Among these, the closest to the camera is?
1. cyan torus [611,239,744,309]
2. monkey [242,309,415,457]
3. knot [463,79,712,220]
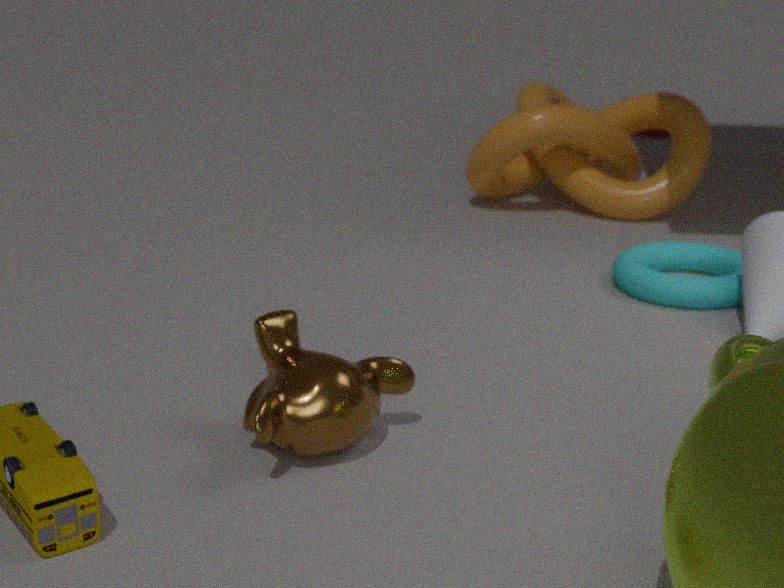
monkey [242,309,415,457]
